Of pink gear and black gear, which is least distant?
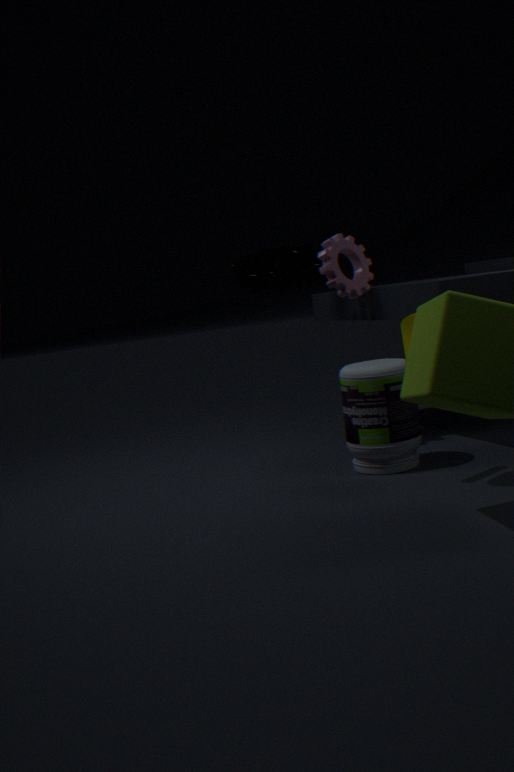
pink gear
